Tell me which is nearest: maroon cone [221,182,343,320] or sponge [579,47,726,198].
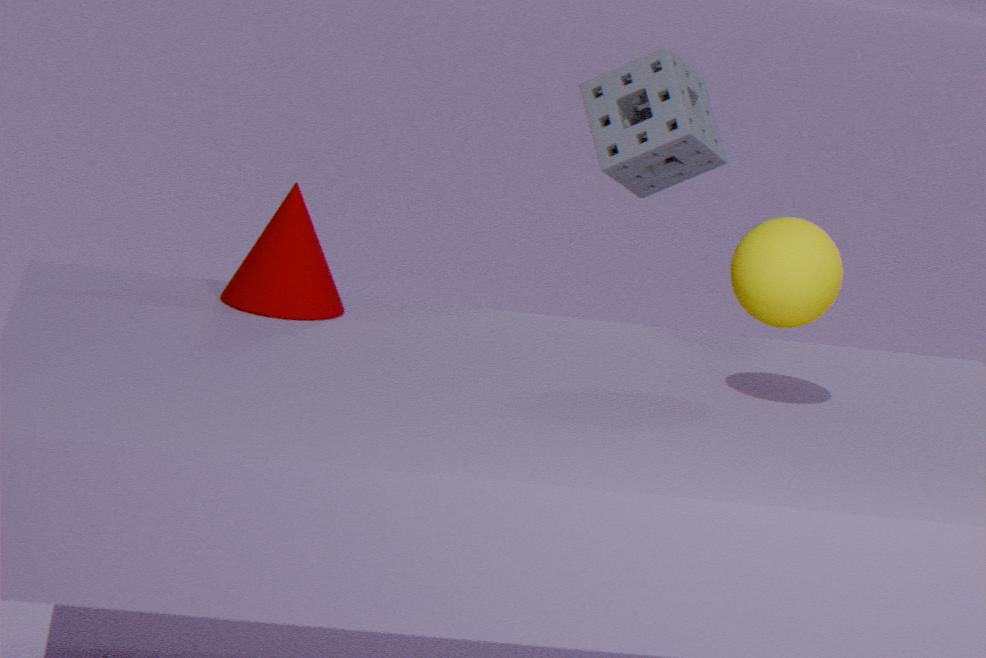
maroon cone [221,182,343,320]
